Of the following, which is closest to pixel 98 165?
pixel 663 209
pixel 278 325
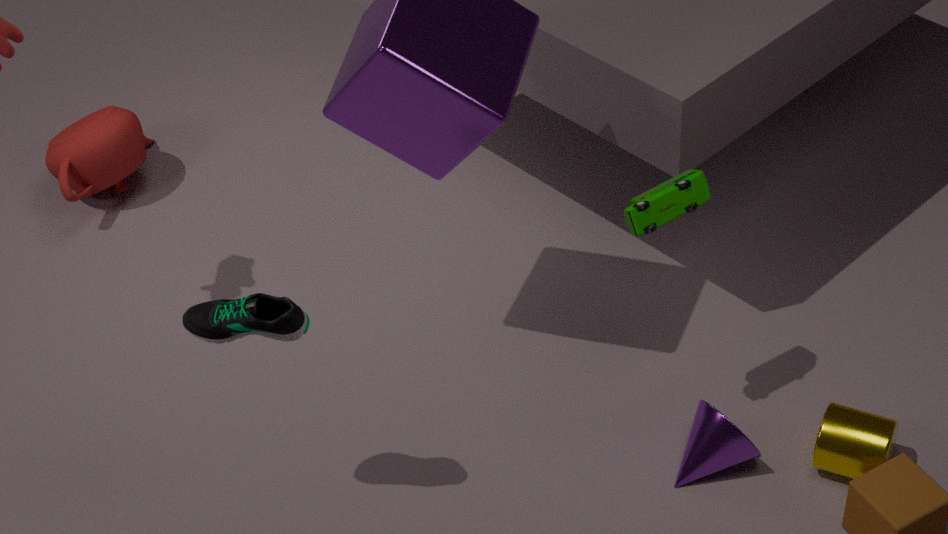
pixel 278 325
